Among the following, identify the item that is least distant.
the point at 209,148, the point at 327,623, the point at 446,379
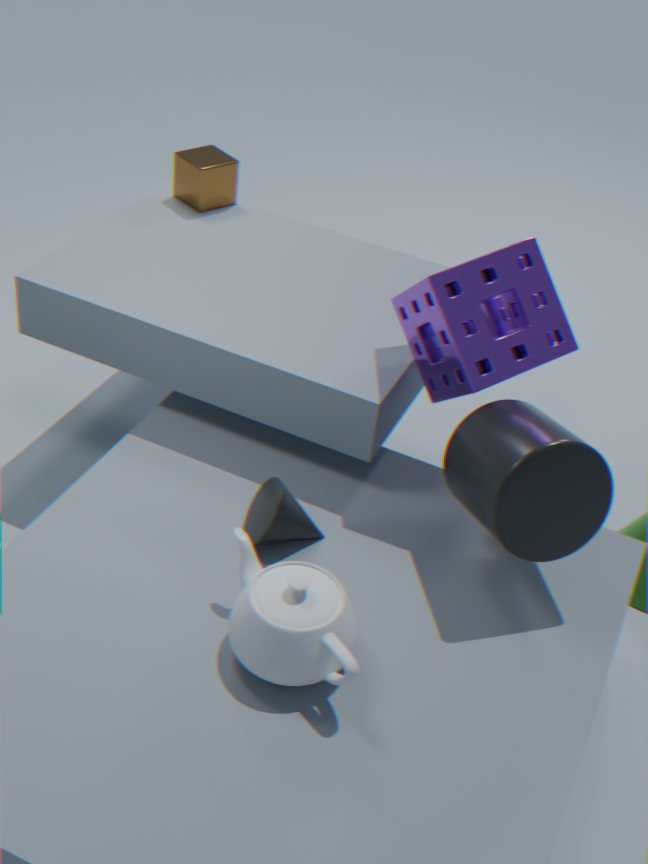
the point at 327,623
